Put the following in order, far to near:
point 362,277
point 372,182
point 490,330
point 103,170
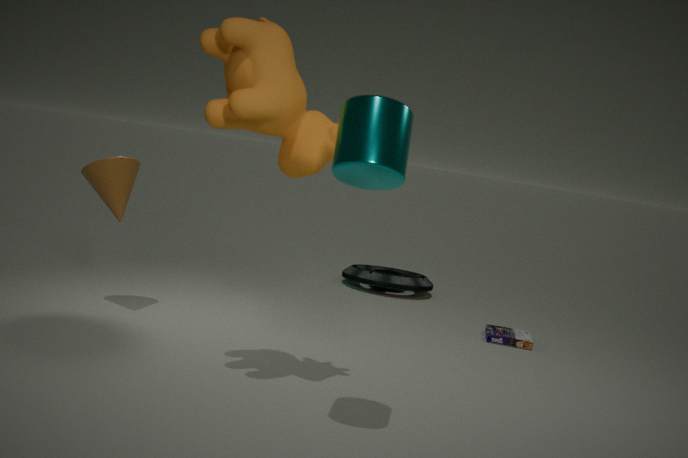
point 362,277 < point 490,330 < point 103,170 < point 372,182
